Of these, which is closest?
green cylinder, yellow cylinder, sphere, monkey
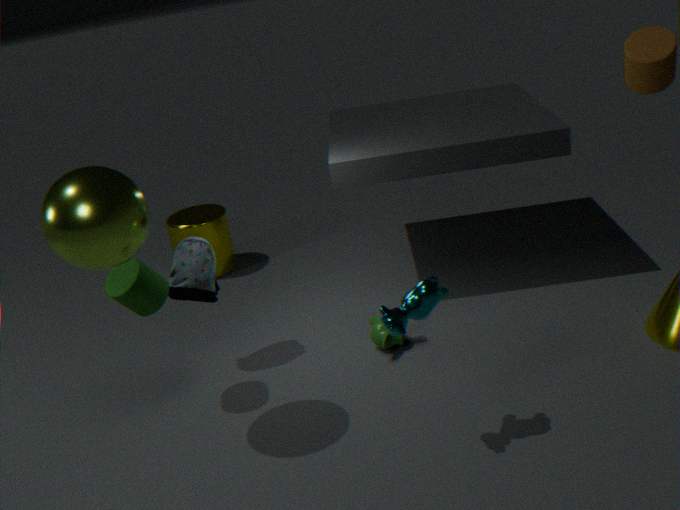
sphere
